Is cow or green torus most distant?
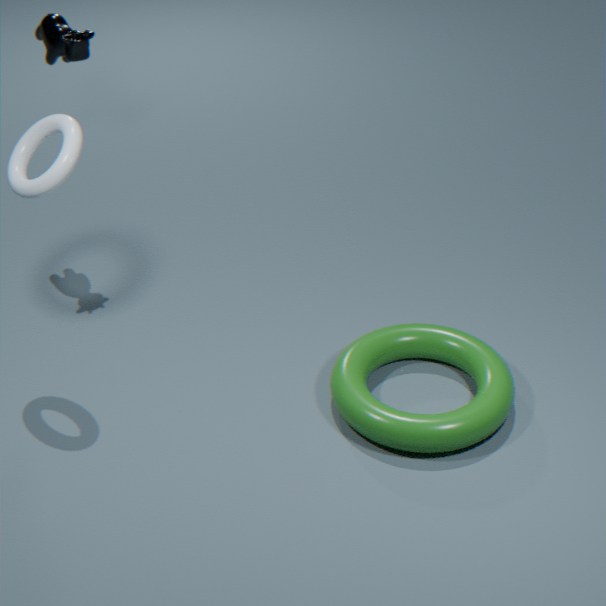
cow
